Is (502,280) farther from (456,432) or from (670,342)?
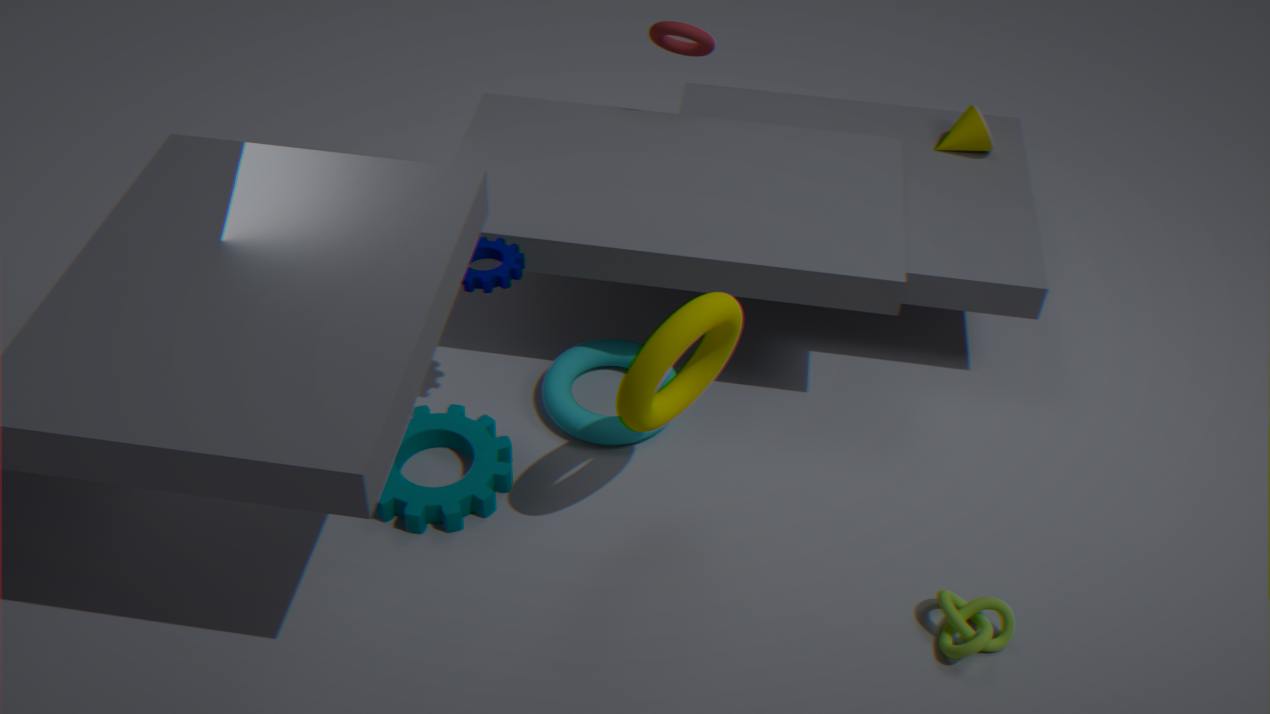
(670,342)
